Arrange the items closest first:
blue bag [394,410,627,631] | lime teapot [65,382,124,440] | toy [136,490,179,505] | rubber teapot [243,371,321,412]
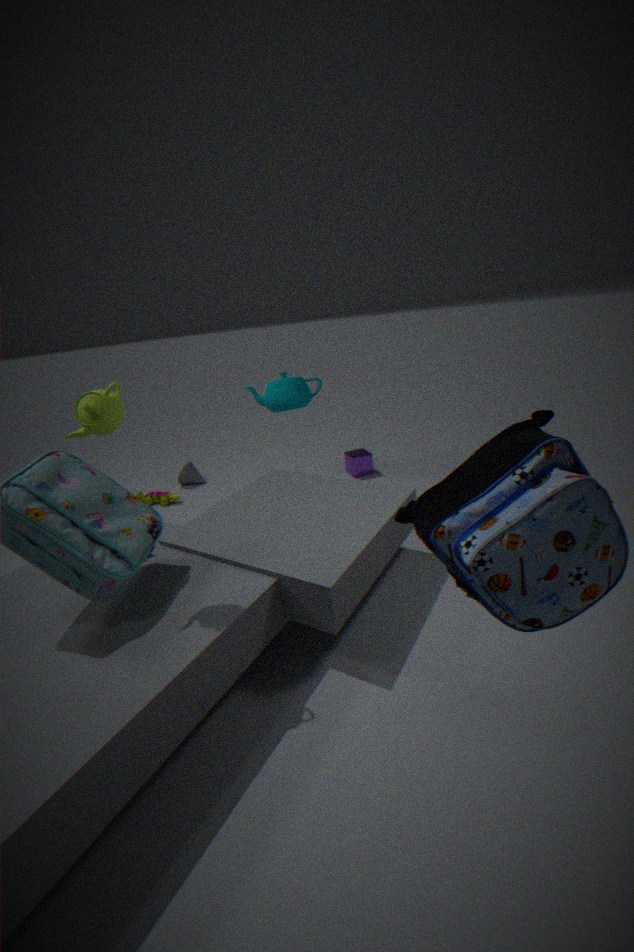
blue bag [394,410,627,631] < lime teapot [65,382,124,440] < rubber teapot [243,371,321,412] < toy [136,490,179,505]
